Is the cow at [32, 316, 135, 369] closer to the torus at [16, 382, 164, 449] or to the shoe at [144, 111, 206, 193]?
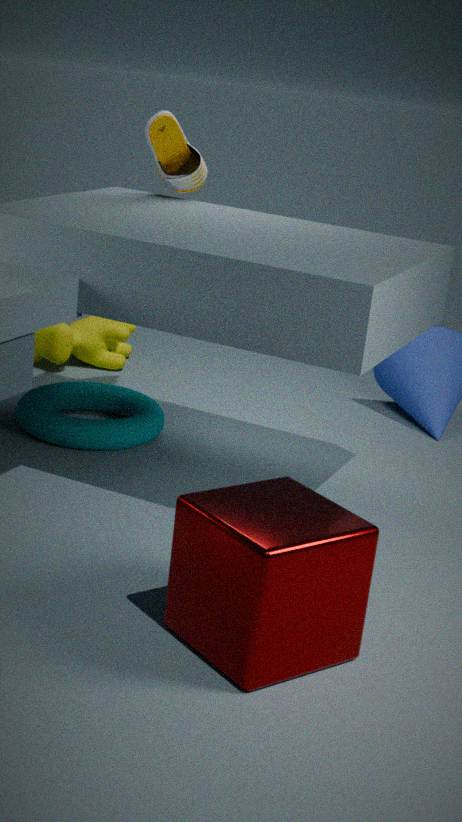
the torus at [16, 382, 164, 449]
